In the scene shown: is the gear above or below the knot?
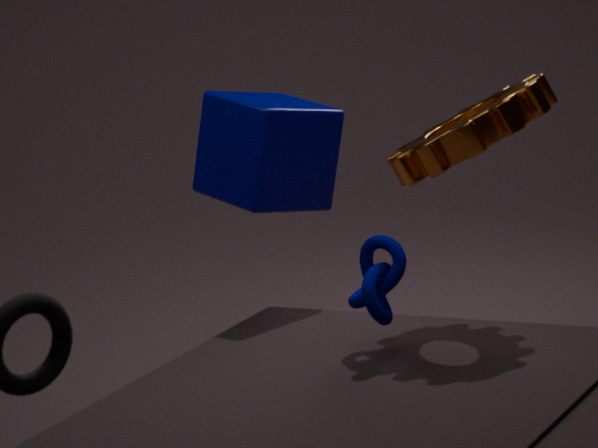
above
